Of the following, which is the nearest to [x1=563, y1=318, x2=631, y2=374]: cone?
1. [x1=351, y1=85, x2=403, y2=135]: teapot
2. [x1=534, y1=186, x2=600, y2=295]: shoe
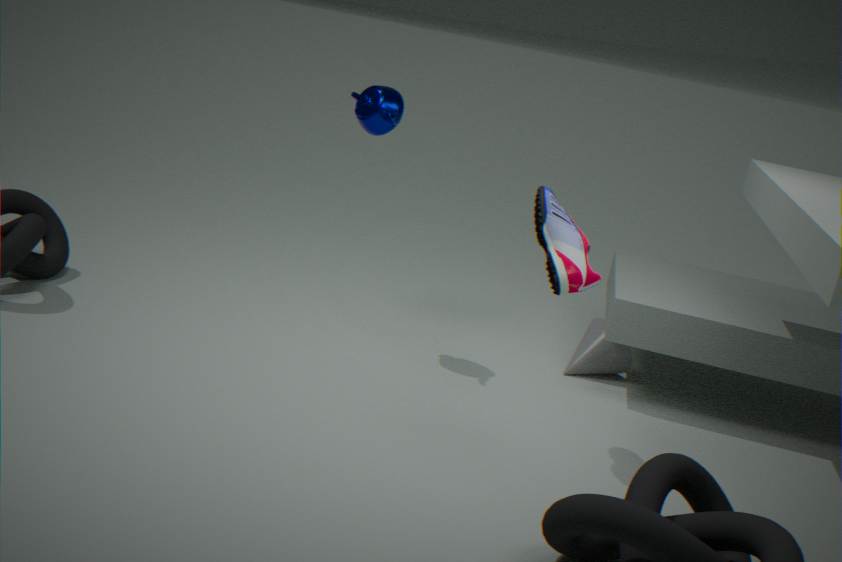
[x1=534, y1=186, x2=600, y2=295]: shoe
